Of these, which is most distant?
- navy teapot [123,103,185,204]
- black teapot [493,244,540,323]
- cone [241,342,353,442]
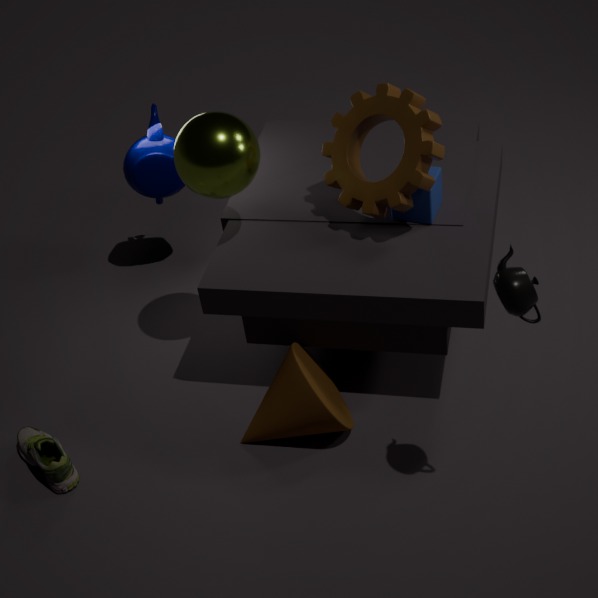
navy teapot [123,103,185,204]
